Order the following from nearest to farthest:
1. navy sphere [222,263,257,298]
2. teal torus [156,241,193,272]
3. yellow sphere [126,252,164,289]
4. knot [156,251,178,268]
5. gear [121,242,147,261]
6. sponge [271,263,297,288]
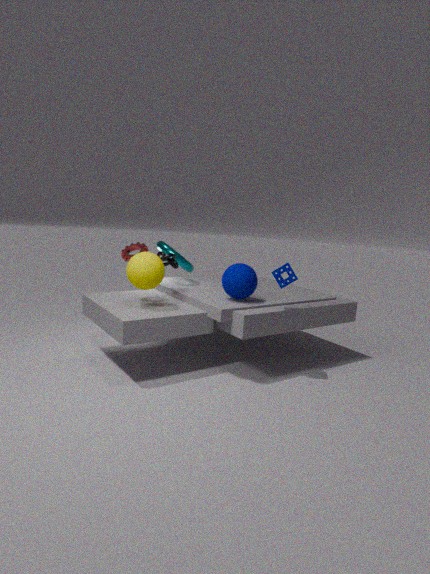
yellow sphere [126,252,164,289] → sponge [271,263,297,288] → navy sphere [222,263,257,298] → gear [121,242,147,261] → knot [156,251,178,268] → teal torus [156,241,193,272]
